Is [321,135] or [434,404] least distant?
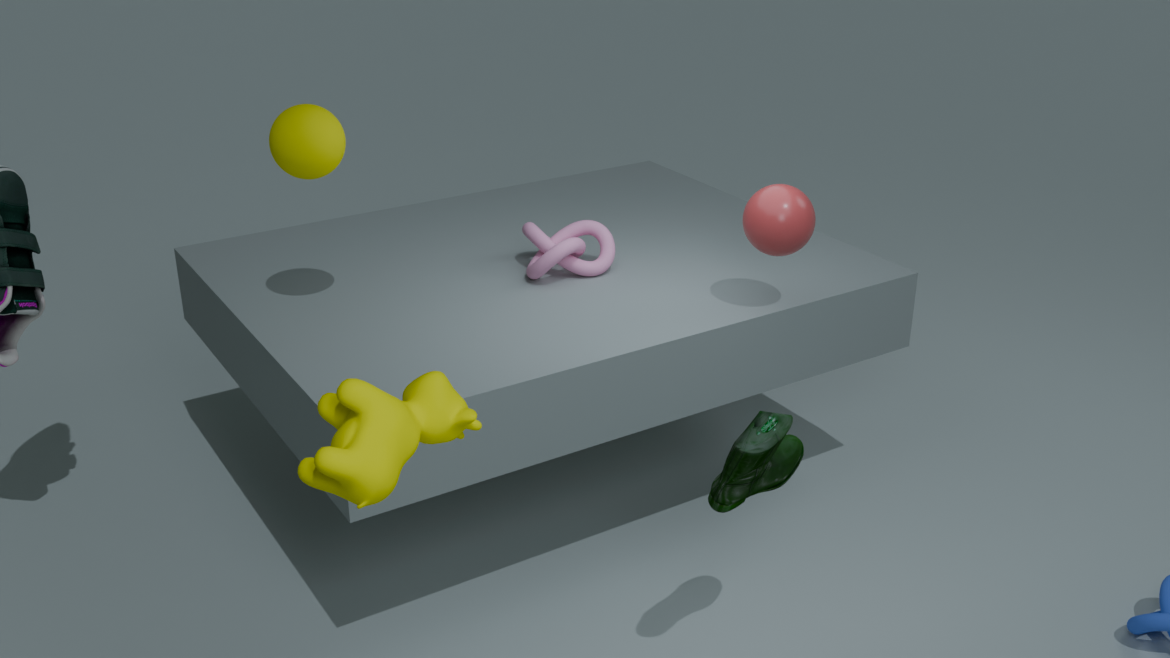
[434,404]
